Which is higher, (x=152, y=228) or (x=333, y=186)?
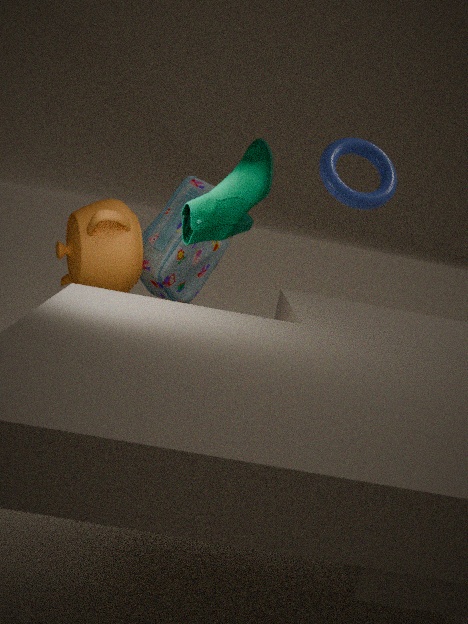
(x=333, y=186)
